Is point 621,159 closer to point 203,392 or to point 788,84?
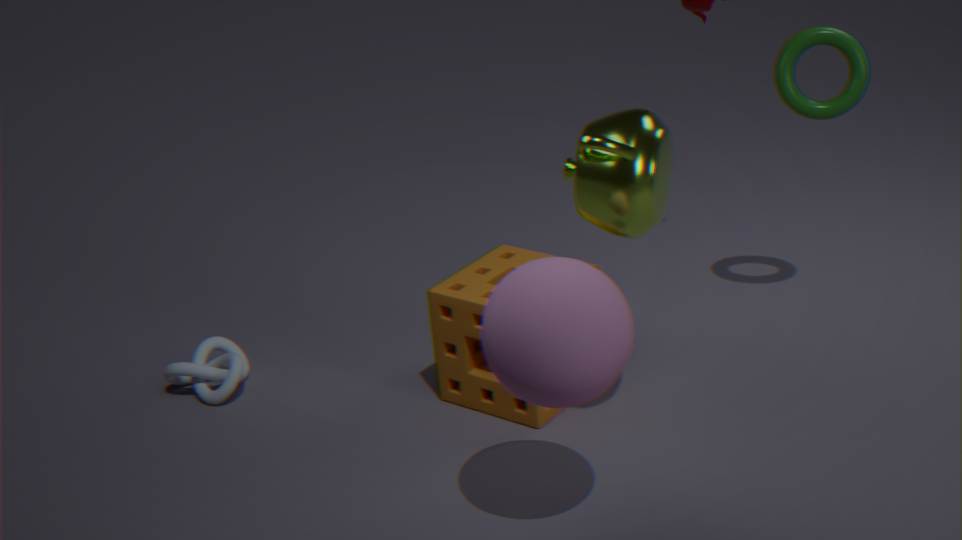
point 788,84
